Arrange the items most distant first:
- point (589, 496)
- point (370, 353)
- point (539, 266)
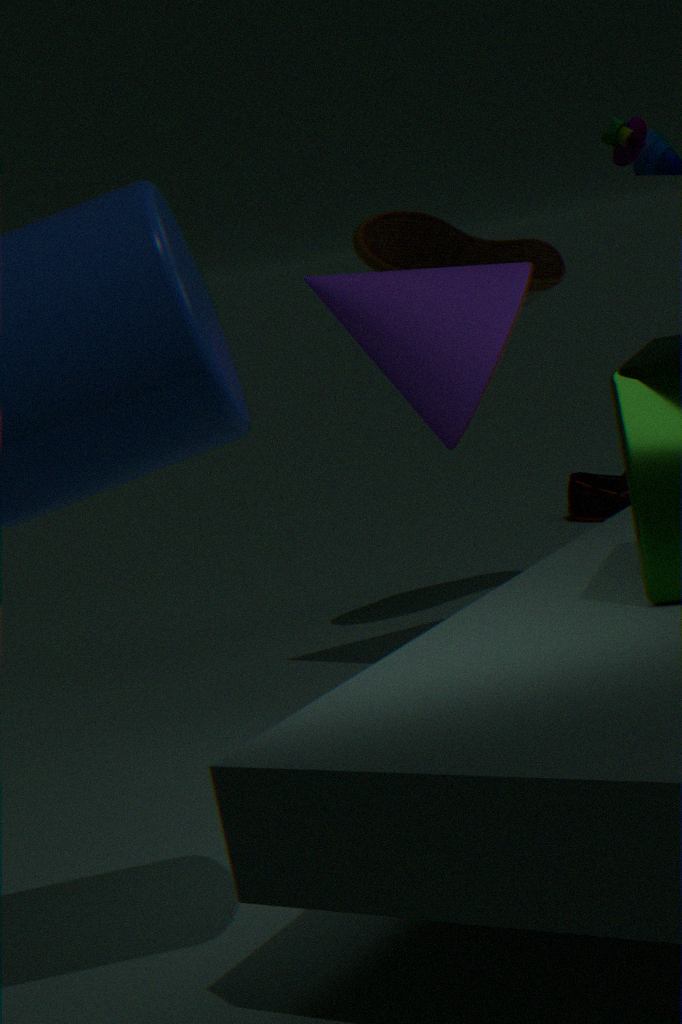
point (589, 496) < point (539, 266) < point (370, 353)
